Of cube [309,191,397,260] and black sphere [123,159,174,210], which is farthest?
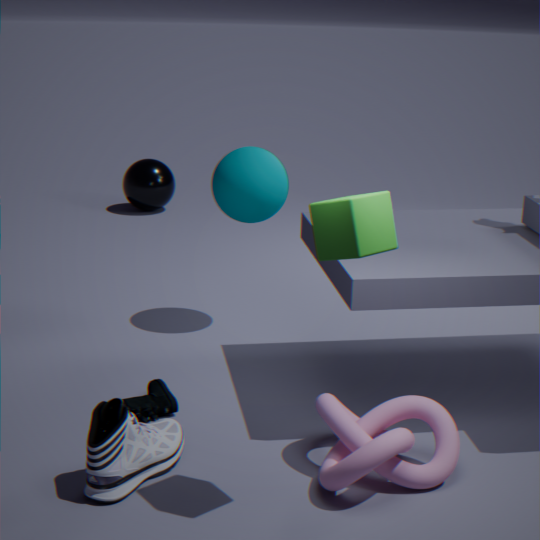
black sphere [123,159,174,210]
